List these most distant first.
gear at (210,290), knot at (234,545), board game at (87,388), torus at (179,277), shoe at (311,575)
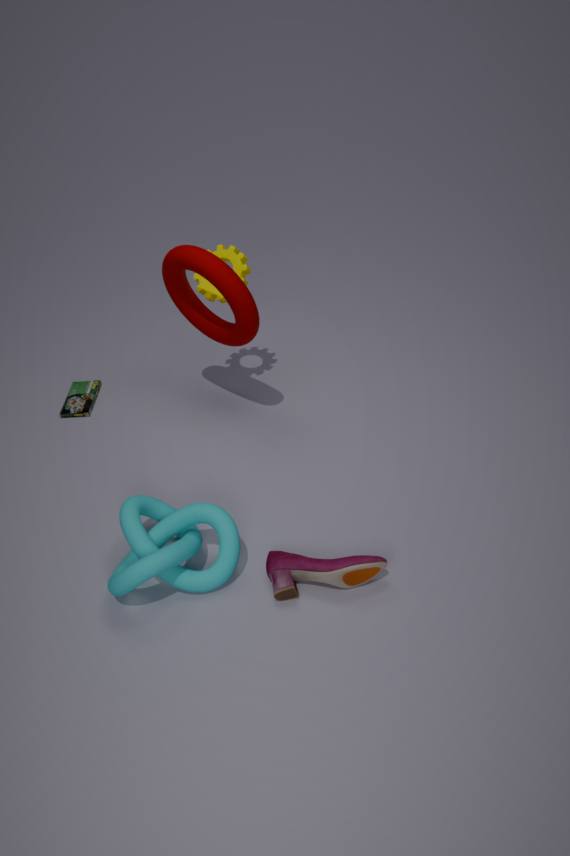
1. board game at (87,388)
2. gear at (210,290)
3. torus at (179,277)
4. shoe at (311,575)
5. knot at (234,545)
